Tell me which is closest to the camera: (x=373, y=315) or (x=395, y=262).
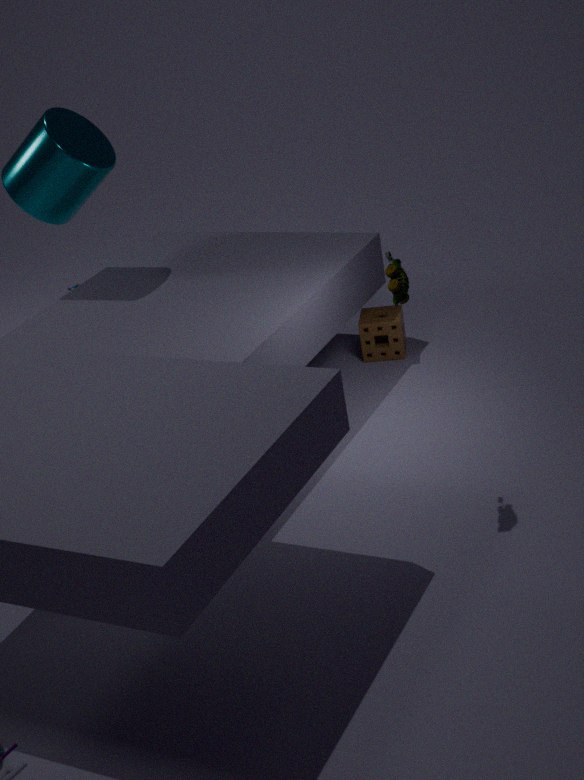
(x=395, y=262)
